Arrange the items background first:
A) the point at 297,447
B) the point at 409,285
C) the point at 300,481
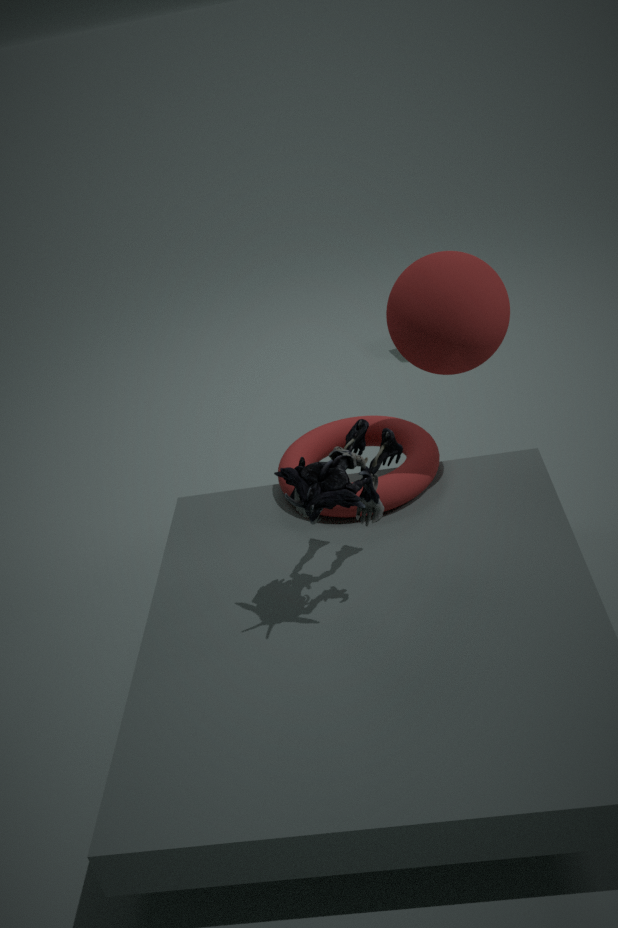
the point at 297,447
the point at 409,285
the point at 300,481
